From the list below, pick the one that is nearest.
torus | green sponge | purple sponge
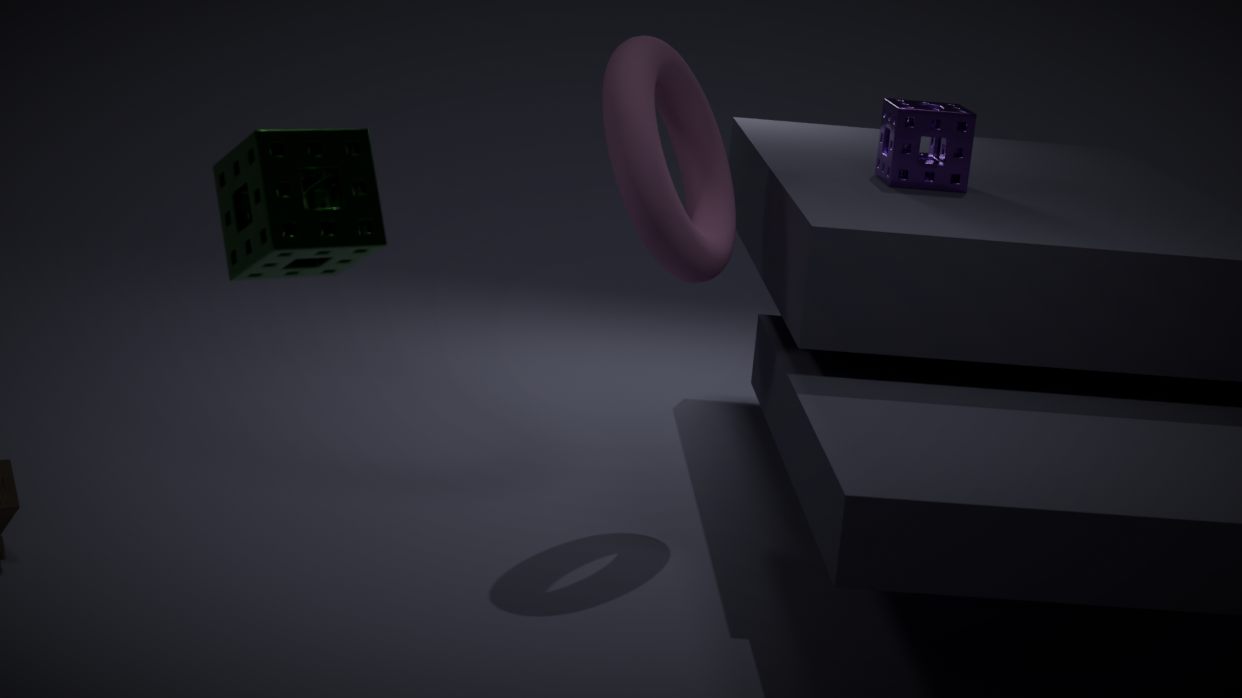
green sponge
